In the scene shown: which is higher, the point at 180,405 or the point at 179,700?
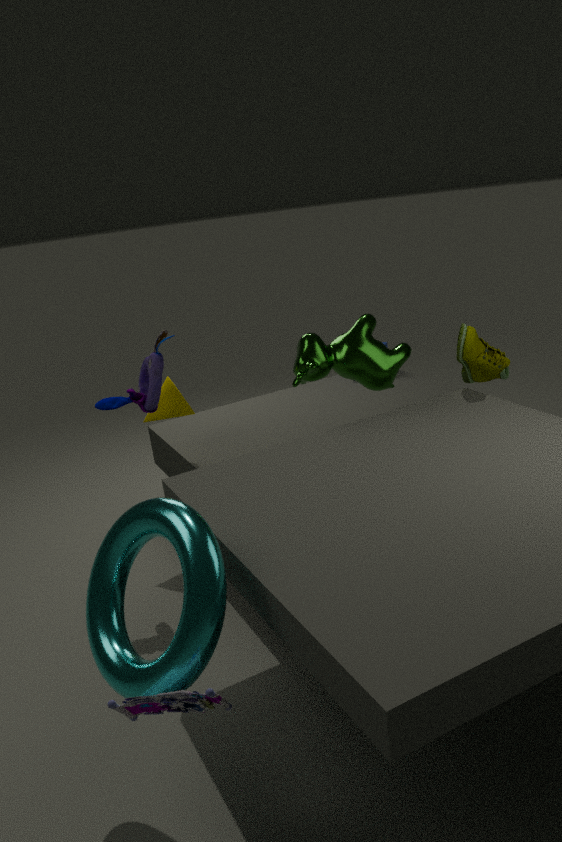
the point at 180,405
